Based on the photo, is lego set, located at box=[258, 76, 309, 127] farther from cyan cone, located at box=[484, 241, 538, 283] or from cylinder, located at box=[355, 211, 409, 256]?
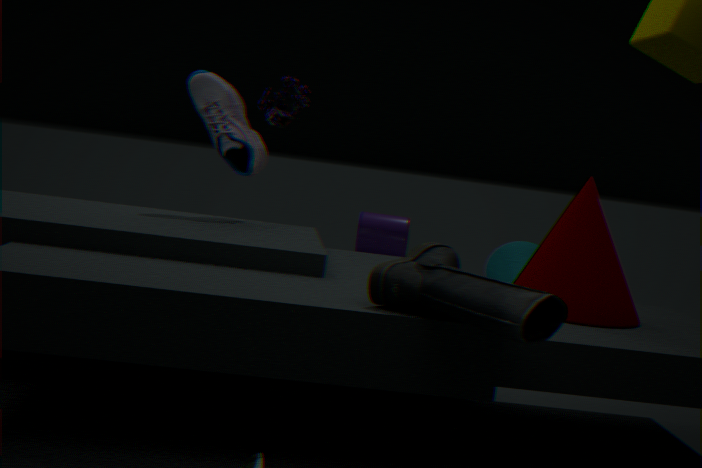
cylinder, located at box=[355, 211, 409, 256]
